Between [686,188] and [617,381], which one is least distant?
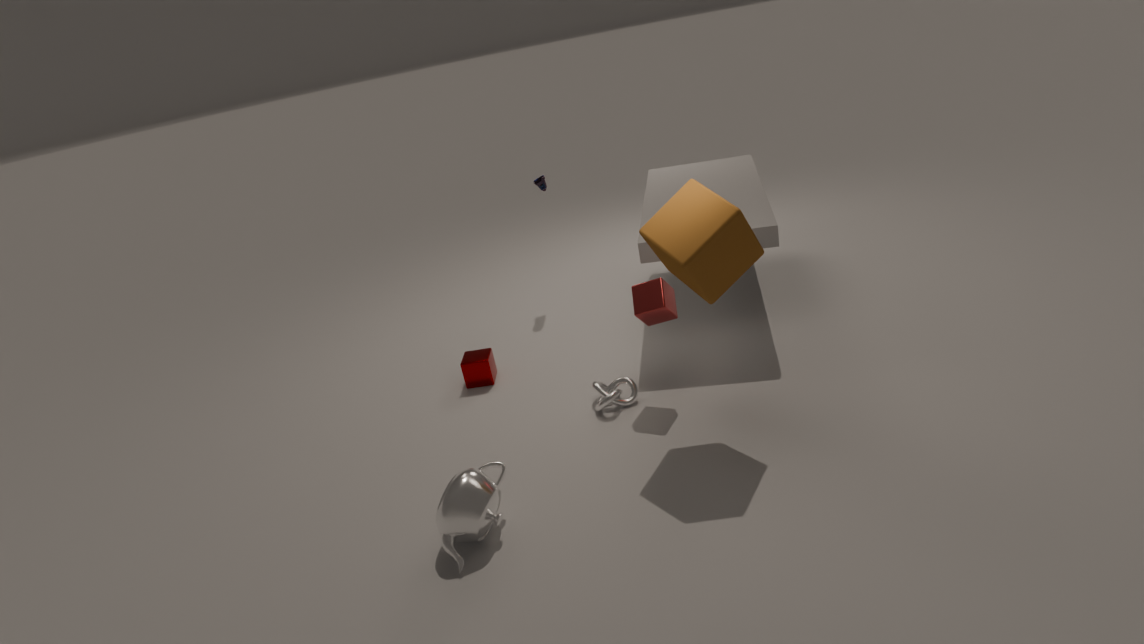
[686,188]
